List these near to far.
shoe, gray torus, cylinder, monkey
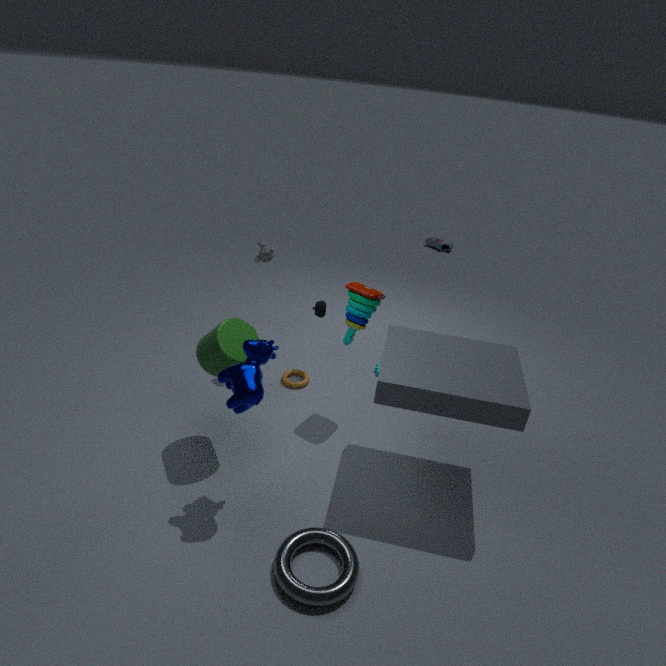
gray torus < cylinder < monkey < shoe
